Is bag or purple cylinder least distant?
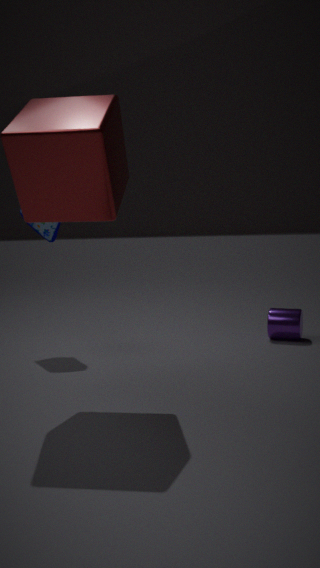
bag
